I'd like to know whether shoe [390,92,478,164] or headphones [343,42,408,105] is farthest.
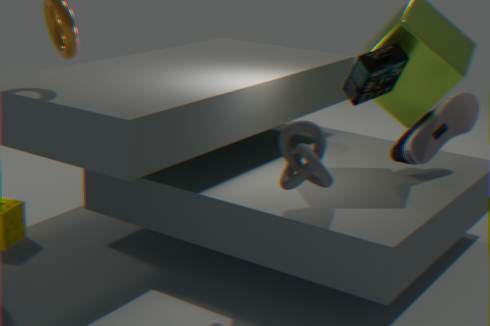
shoe [390,92,478,164]
